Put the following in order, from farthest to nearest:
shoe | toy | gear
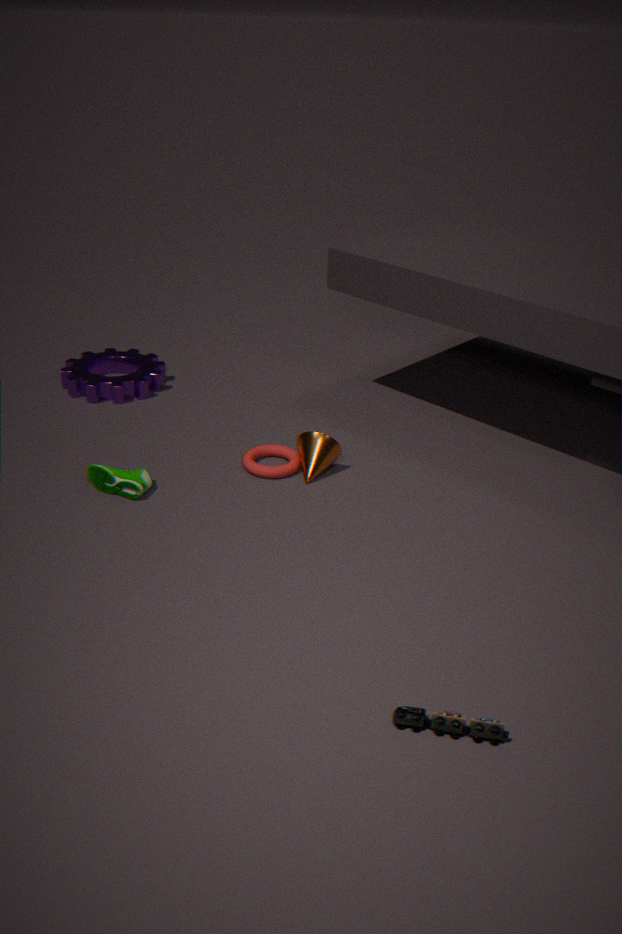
gear < shoe < toy
